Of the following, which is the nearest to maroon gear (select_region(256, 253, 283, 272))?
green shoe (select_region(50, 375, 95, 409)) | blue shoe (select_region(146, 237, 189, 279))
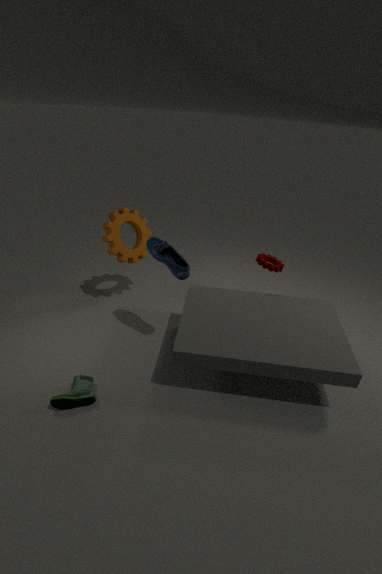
blue shoe (select_region(146, 237, 189, 279))
